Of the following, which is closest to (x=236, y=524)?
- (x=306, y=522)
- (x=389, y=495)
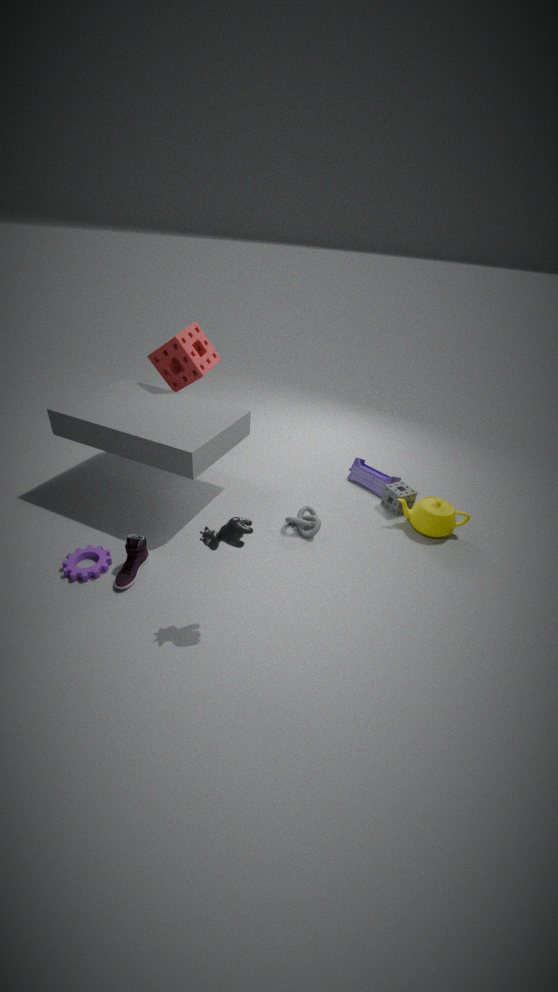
(x=306, y=522)
